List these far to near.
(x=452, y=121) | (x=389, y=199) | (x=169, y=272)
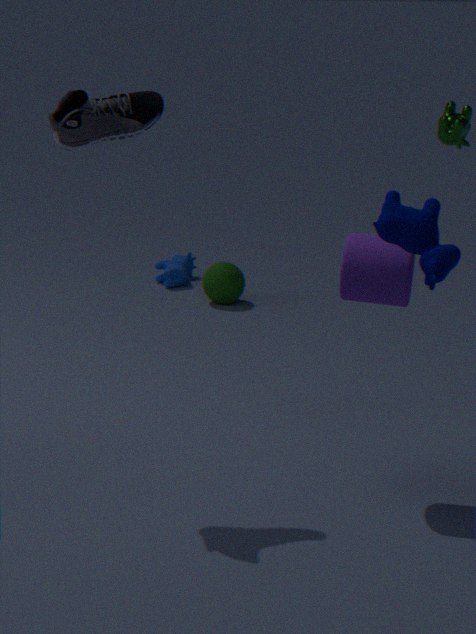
(x=169, y=272) < (x=452, y=121) < (x=389, y=199)
